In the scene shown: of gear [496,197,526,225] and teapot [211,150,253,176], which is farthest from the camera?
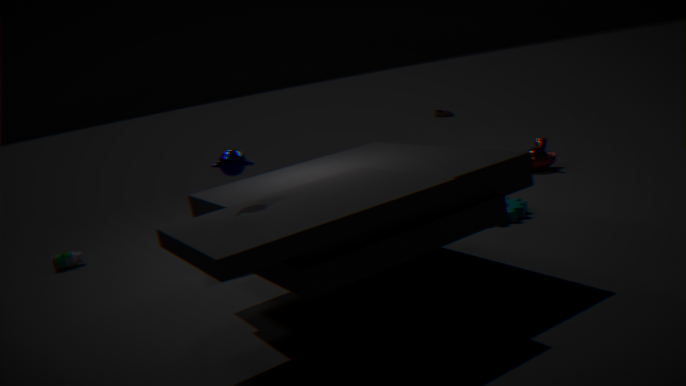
gear [496,197,526,225]
